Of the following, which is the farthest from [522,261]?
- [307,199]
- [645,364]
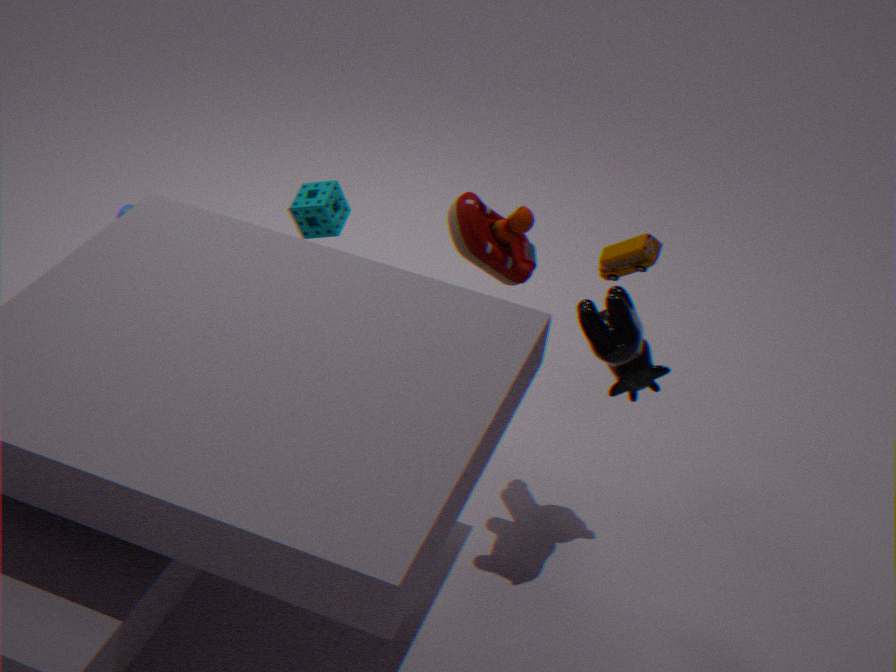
[307,199]
